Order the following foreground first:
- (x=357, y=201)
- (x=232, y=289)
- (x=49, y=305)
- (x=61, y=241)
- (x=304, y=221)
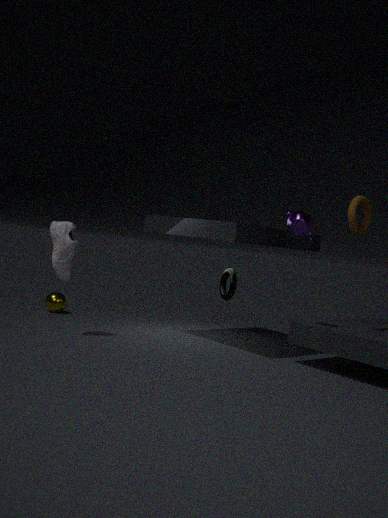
1. (x=304, y=221)
2. (x=357, y=201)
3. (x=61, y=241)
4. (x=232, y=289)
5. (x=49, y=305)
